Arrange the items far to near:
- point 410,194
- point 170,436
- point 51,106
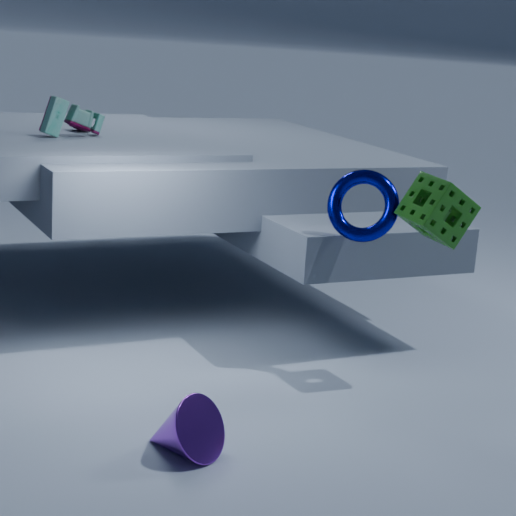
point 51,106 → point 410,194 → point 170,436
